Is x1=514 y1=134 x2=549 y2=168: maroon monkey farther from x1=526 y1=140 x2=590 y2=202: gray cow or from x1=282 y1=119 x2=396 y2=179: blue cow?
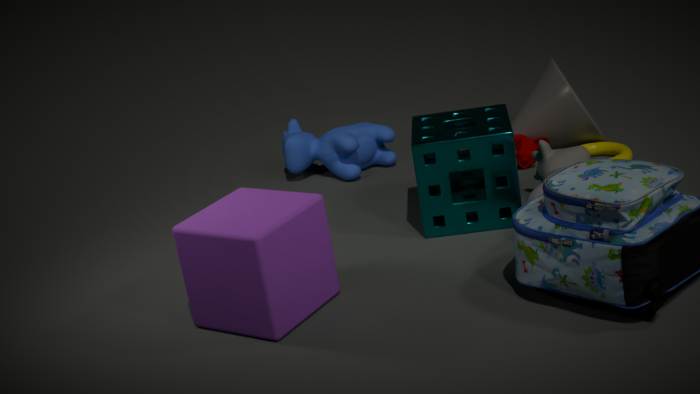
x1=282 y1=119 x2=396 y2=179: blue cow
